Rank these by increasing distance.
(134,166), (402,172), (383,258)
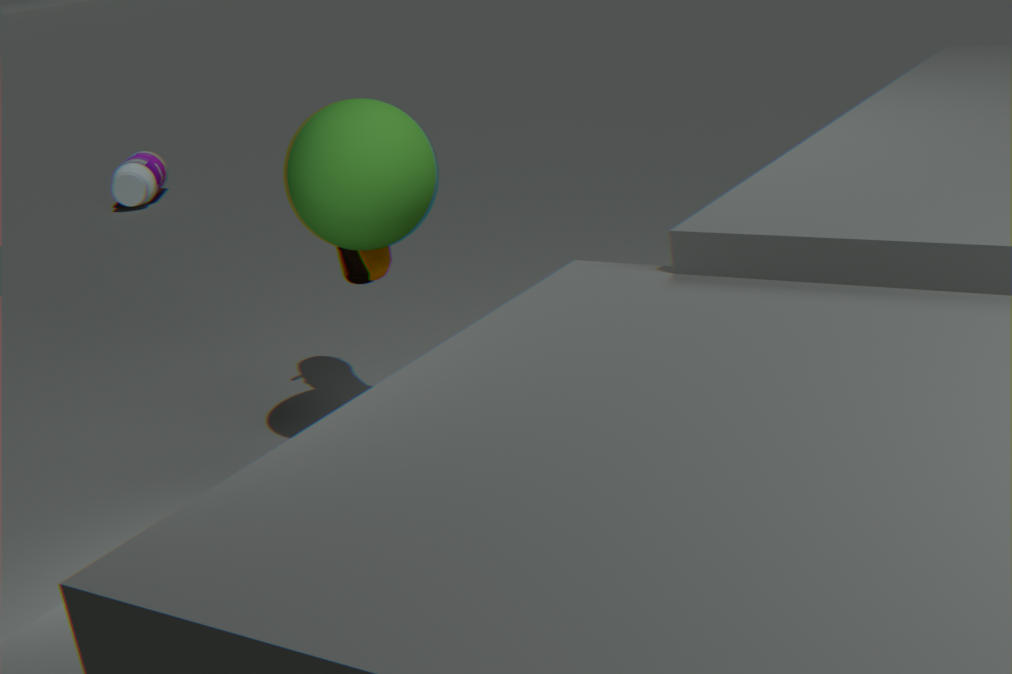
(402,172), (383,258), (134,166)
